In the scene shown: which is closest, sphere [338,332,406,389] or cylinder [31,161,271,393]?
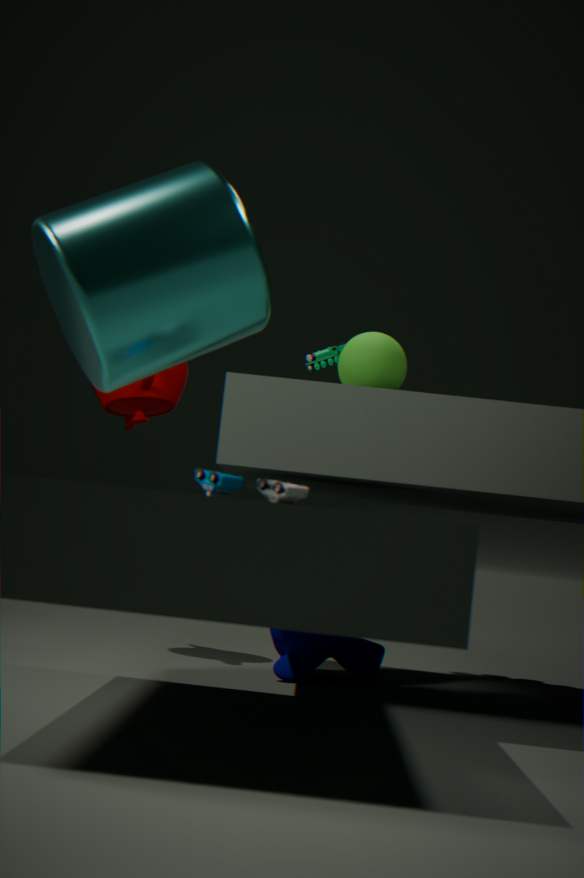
cylinder [31,161,271,393]
